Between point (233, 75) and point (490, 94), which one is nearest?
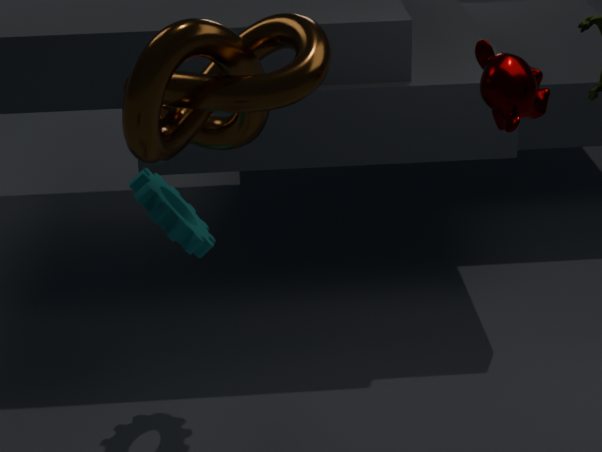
point (490, 94)
